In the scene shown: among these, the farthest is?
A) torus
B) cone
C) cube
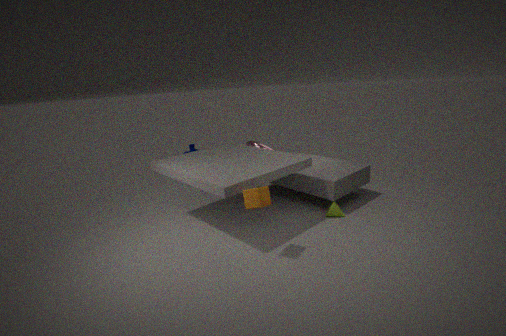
torus
